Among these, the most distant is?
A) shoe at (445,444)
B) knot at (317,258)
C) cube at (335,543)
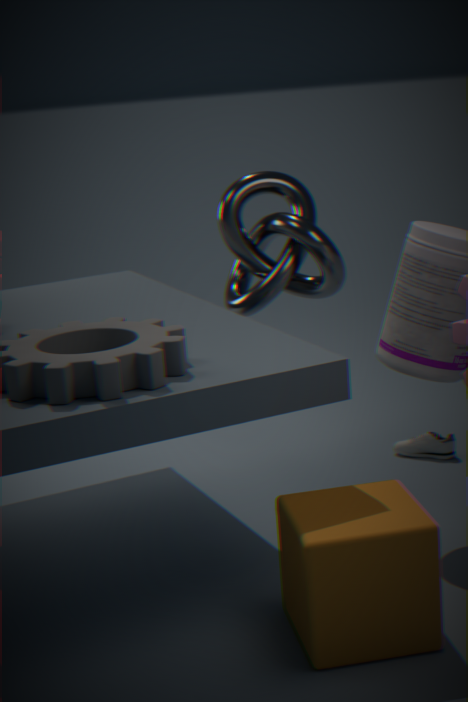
shoe at (445,444)
